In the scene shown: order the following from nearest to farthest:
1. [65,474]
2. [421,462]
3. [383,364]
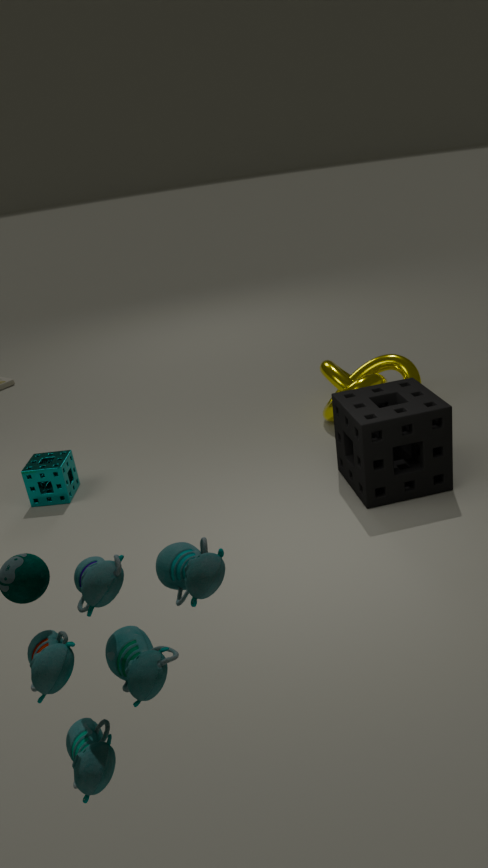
[421,462], [65,474], [383,364]
